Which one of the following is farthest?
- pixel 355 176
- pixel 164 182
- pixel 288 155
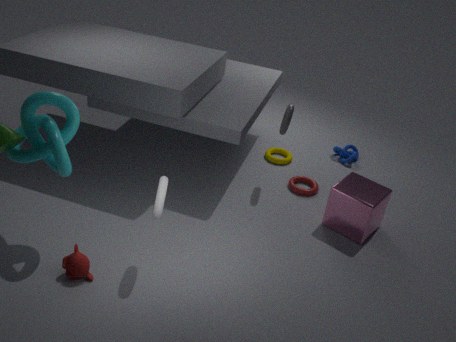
pixel 288 155
